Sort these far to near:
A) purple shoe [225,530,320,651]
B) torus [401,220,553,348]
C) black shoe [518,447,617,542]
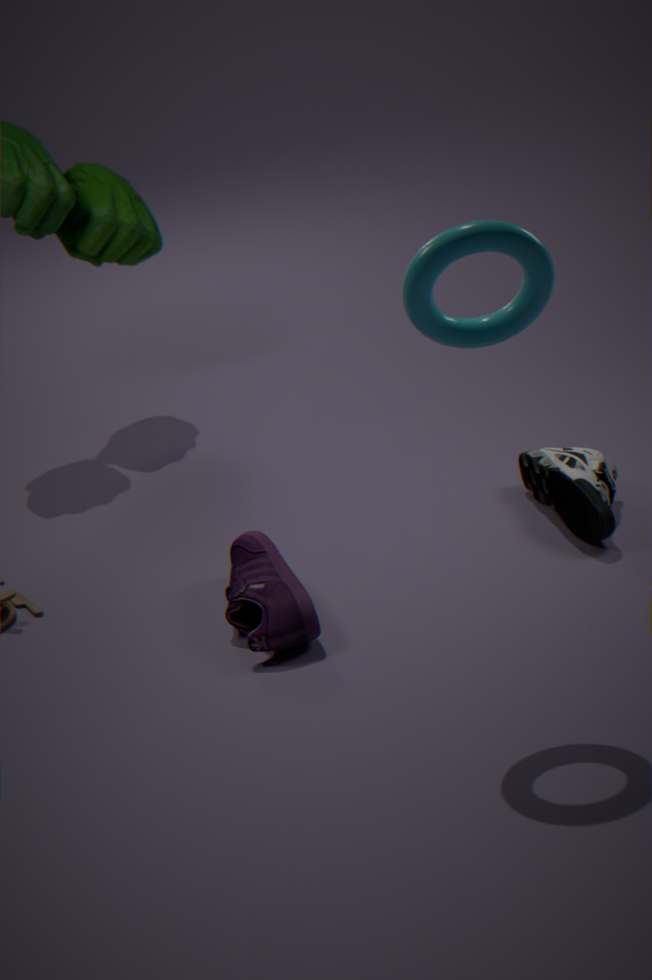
black shoe [518,447,617,542]
purple shoe [225,530,320,651]
torus [401,220,553,348]
